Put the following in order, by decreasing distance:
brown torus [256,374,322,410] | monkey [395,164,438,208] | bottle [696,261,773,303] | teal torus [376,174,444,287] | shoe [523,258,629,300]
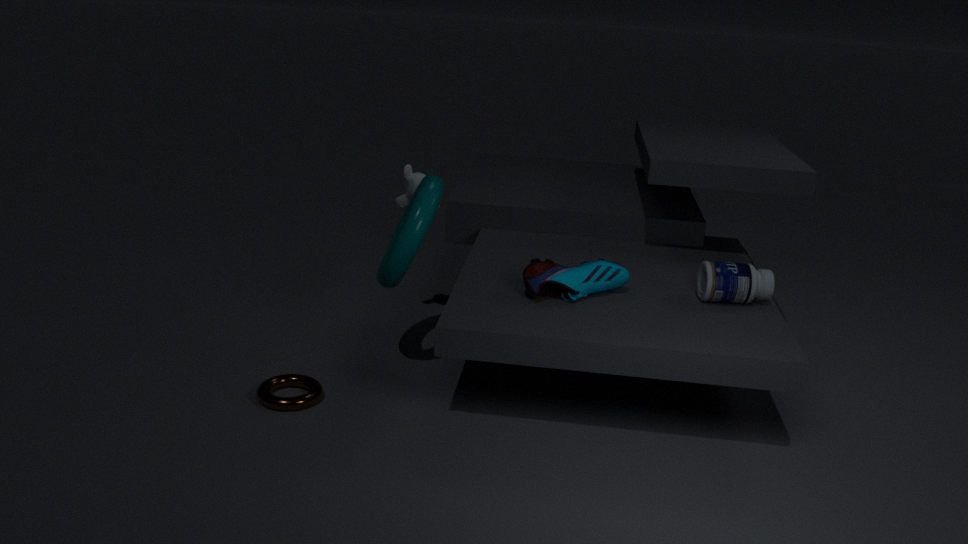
1. monkey [395,164,438,208]
2. bottle [696,261,773,303]
3. shoe [523,258,629,300]
4. teal torus [376,174,444,287]
5. brown torus [256,374,322,410]
